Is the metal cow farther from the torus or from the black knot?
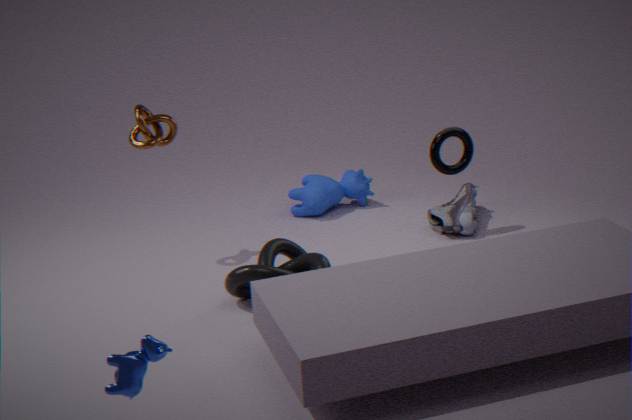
the torus
